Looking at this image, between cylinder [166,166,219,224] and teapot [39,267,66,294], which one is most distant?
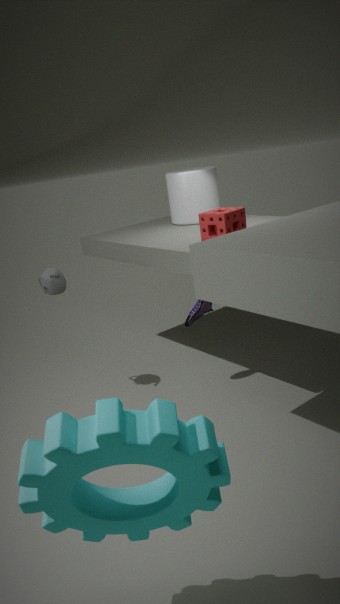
cylinder [166,166,219,224]
